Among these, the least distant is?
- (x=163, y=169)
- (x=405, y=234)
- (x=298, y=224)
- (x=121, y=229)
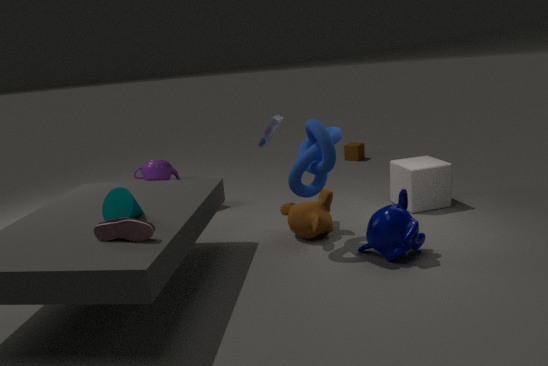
(x=121, y=229)
